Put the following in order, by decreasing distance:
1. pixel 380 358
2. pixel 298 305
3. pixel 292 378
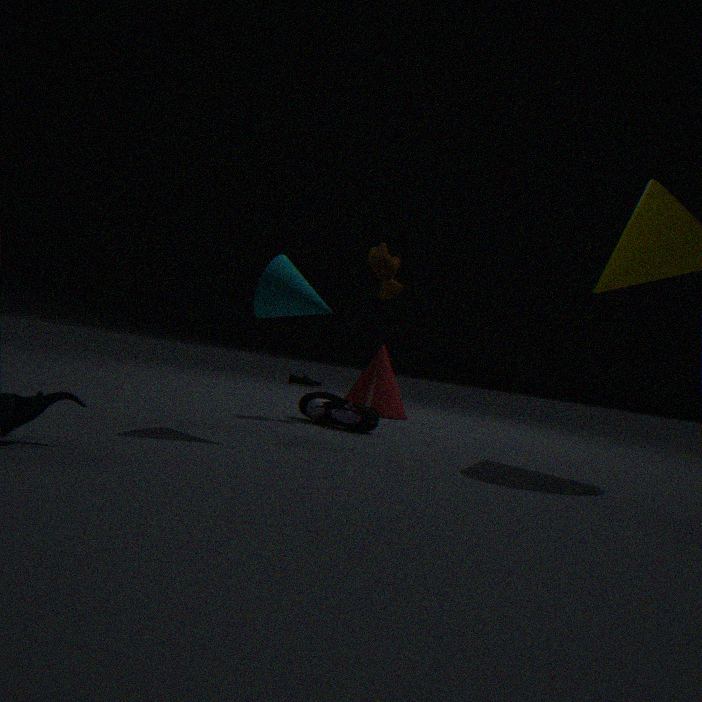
pixel 292 378 → pixel 380 358 → pixel 298 305
